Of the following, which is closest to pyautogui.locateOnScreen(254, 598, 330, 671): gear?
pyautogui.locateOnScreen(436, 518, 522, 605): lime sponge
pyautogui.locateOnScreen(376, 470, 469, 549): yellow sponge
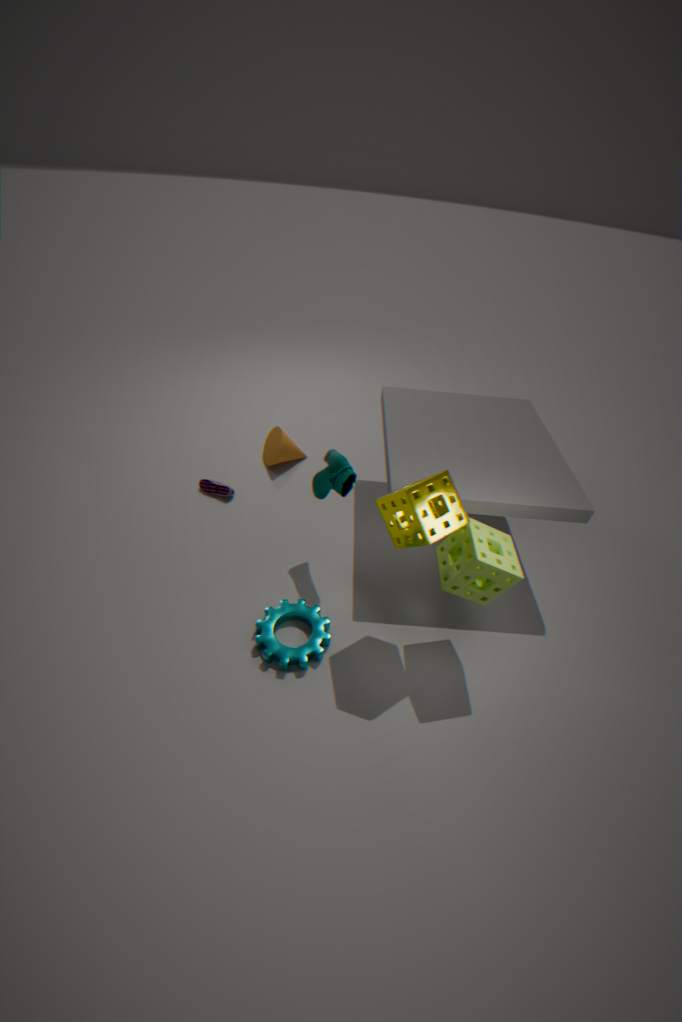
pyautogui.locateOnScreen(376, 470, 469, 549): yellow sponge
